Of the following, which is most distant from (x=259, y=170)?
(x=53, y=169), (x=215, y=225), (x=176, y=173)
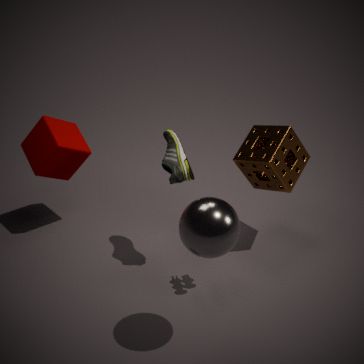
(x=53, y=169)
